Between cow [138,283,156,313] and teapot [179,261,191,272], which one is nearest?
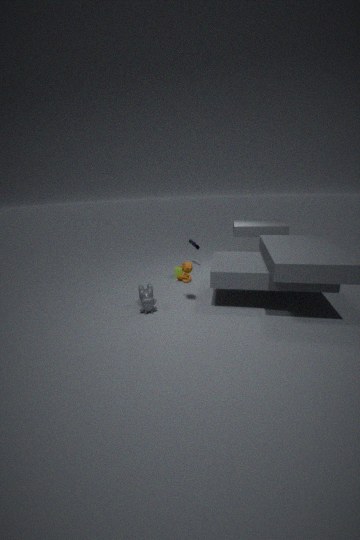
teapot [179,261,191,272]
